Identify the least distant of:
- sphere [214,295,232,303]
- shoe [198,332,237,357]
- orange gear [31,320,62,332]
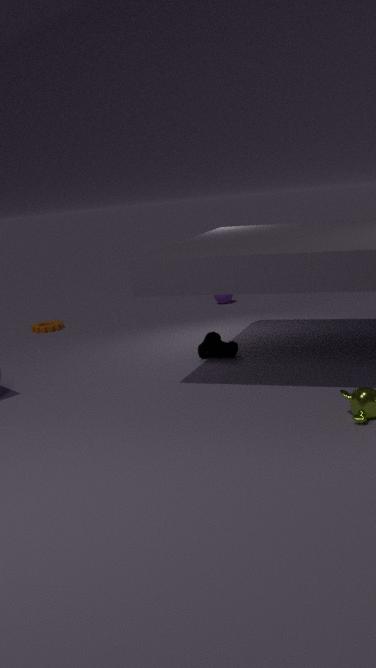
shoe [198,332,237,357]
